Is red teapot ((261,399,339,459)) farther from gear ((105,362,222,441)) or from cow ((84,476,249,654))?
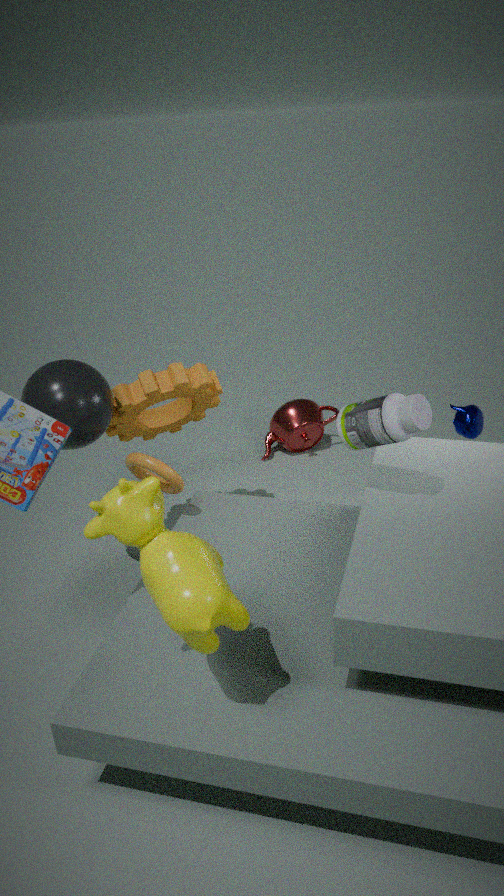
cow ((84,476,249,654))
